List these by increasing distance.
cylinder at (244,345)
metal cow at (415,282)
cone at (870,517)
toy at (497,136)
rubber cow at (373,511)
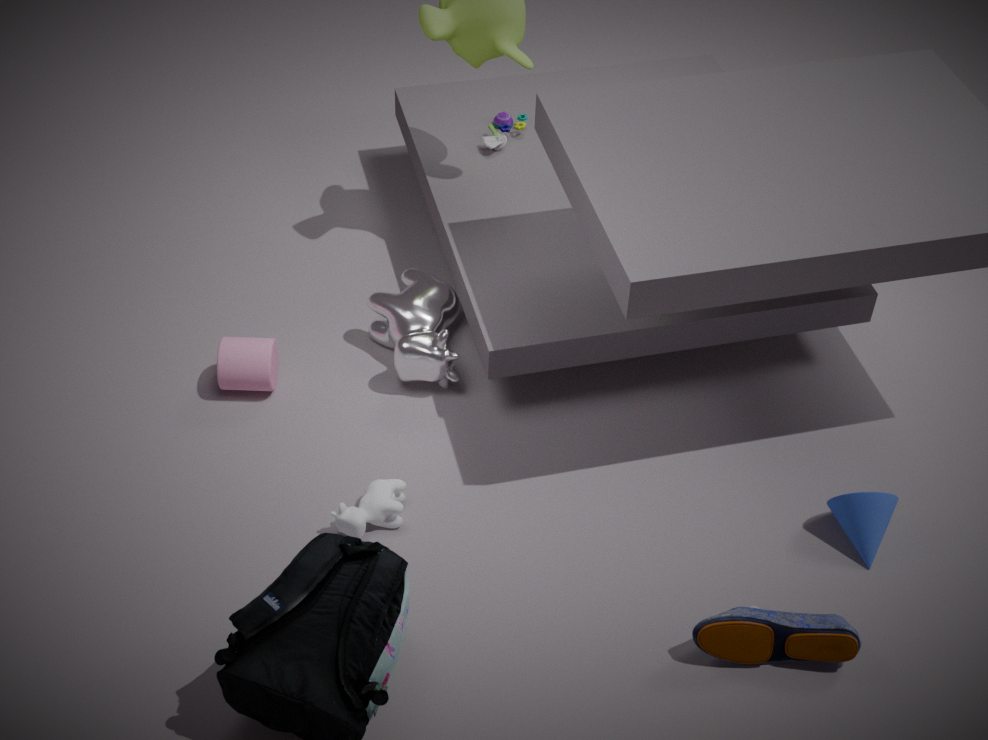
rubber cow at (373,511), cone at (870,517), cylinder at (244,345), metal cow at (415,282), toy at (497,136)
